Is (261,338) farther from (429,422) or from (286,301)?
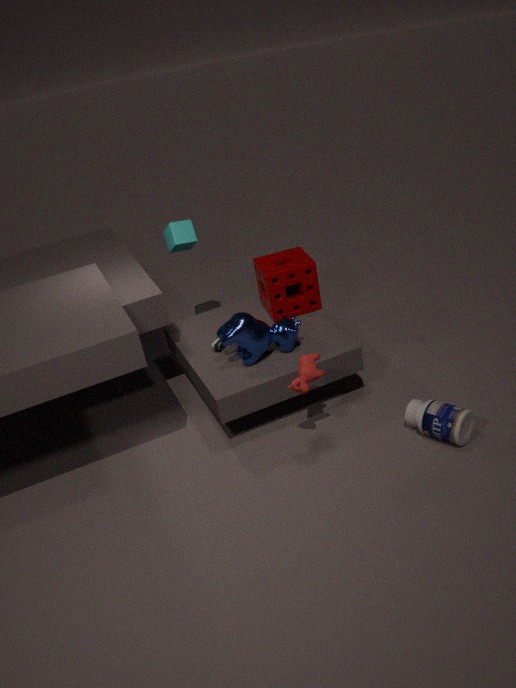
(429,422)
